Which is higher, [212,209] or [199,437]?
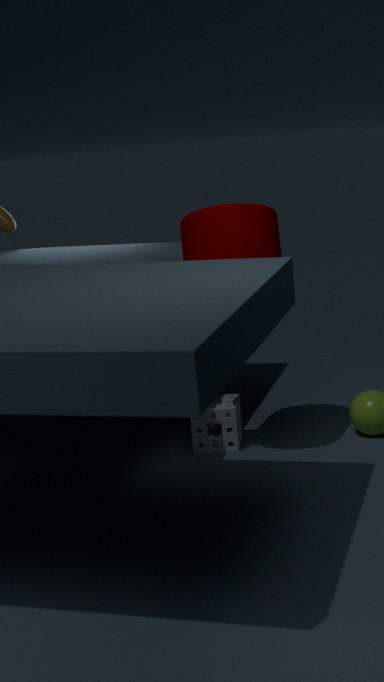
[212,209]
